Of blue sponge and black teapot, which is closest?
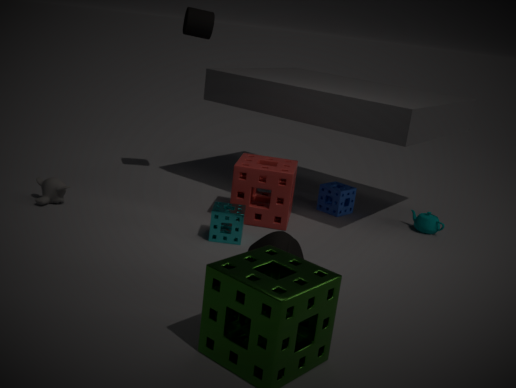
black teapot
